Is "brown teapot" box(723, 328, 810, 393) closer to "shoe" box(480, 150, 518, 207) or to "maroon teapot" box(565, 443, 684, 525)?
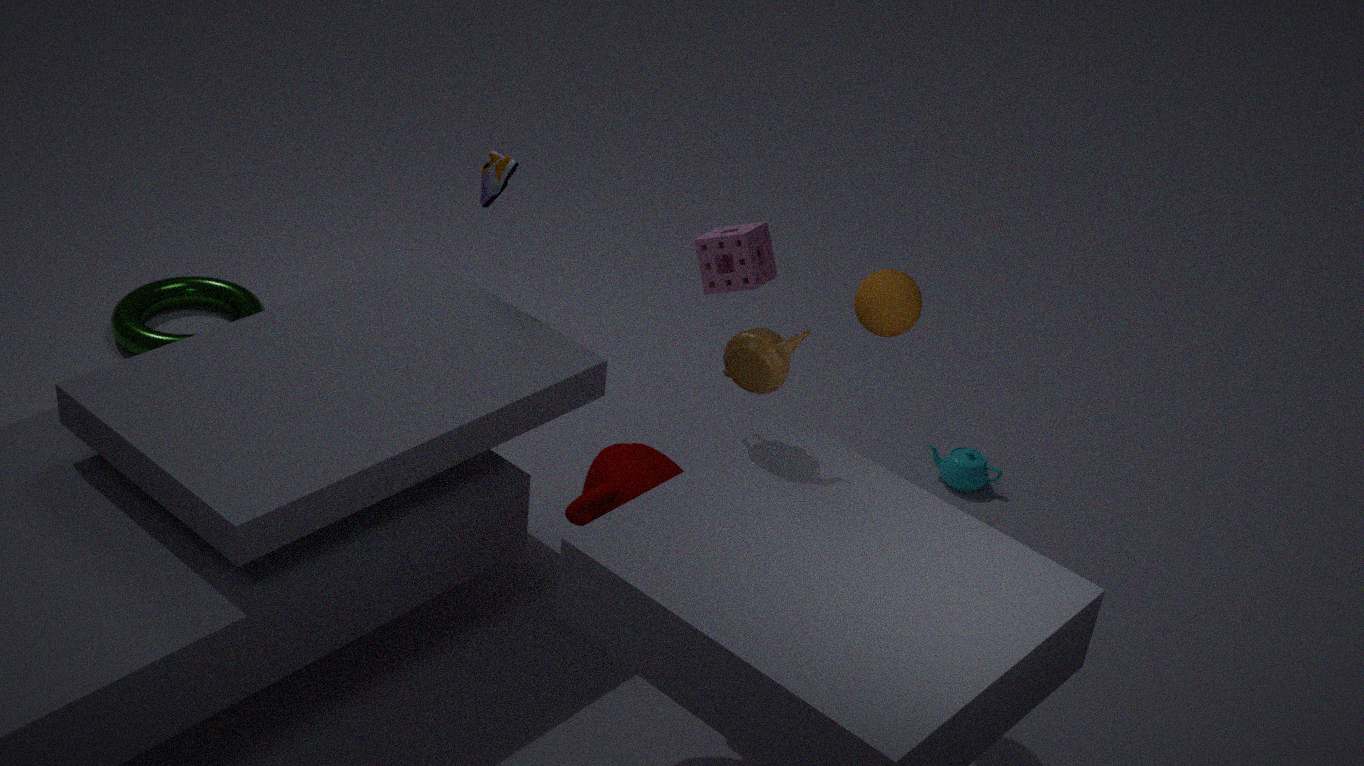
"maroon teapot" box(565, 443, 684, 525)
